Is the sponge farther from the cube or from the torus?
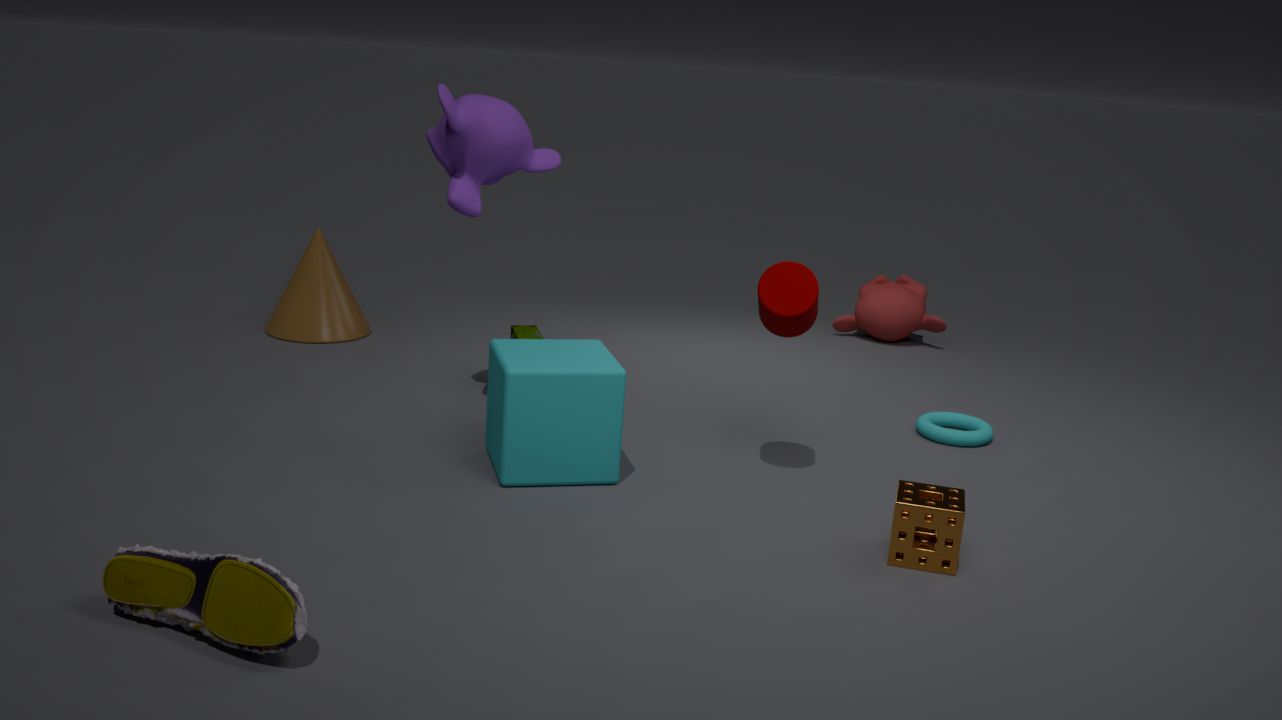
the torus
